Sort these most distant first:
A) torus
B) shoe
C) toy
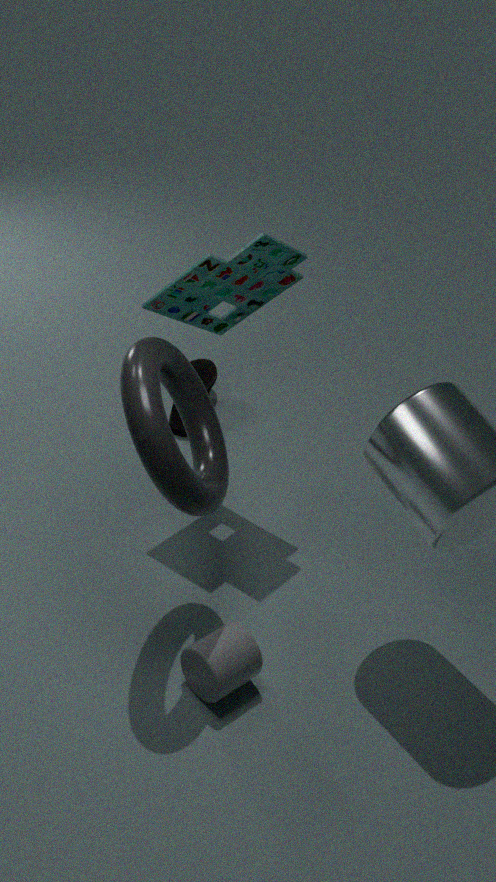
1. shoe
2. toy
3. torus
